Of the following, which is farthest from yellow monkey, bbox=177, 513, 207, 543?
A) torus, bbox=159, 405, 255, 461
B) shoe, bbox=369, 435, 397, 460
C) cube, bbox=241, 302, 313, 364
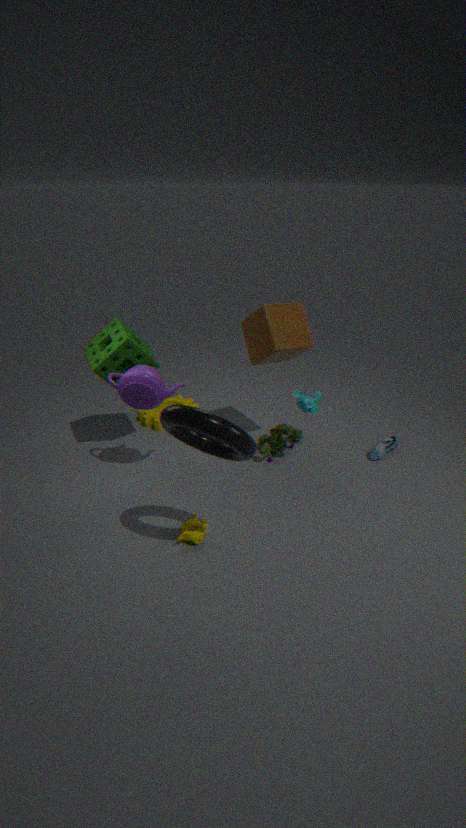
shoe, bbox=369, 435, 397, 460
